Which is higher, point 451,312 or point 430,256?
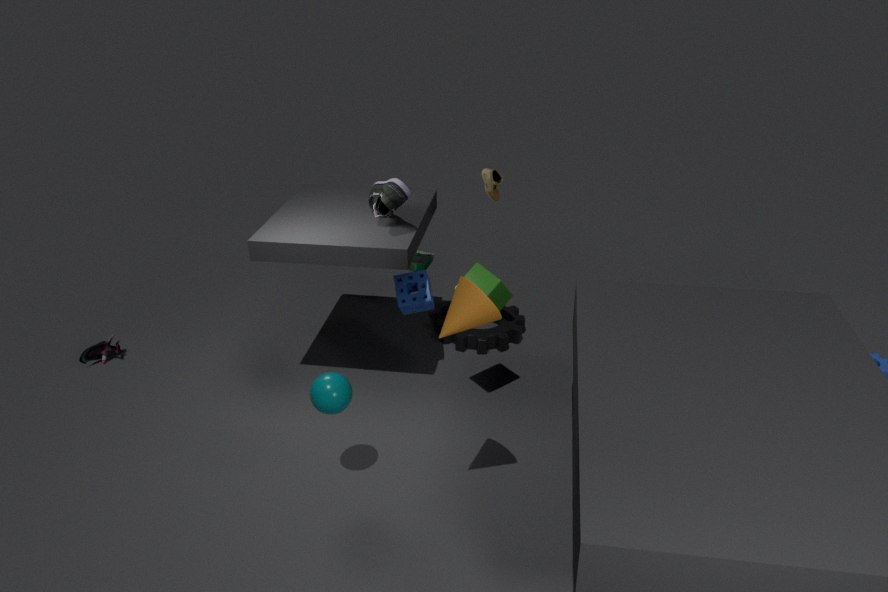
point 451,312
